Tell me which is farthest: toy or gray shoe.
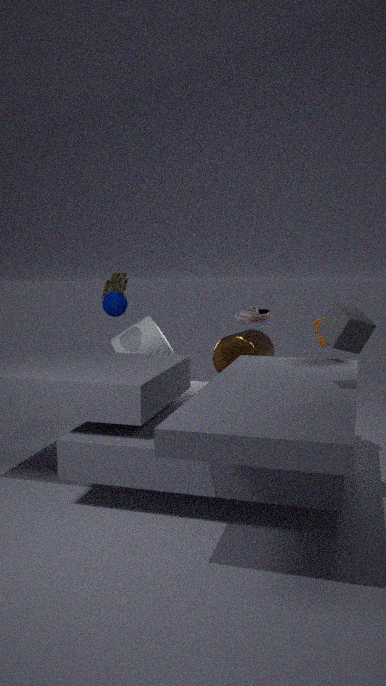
toy
